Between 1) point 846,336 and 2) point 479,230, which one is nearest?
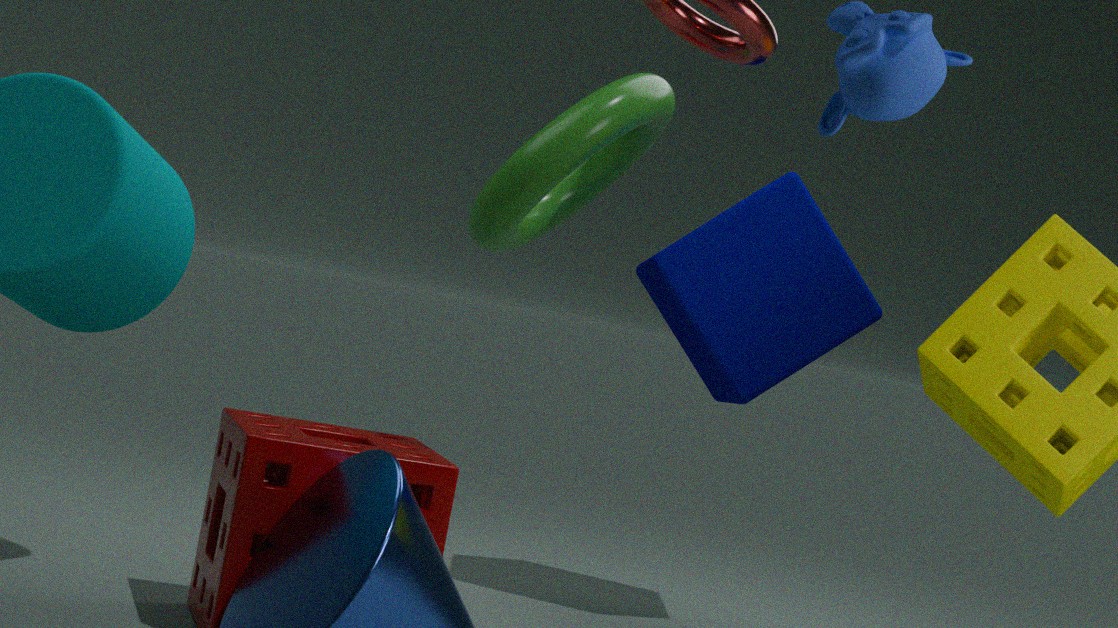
1. point 846,336
